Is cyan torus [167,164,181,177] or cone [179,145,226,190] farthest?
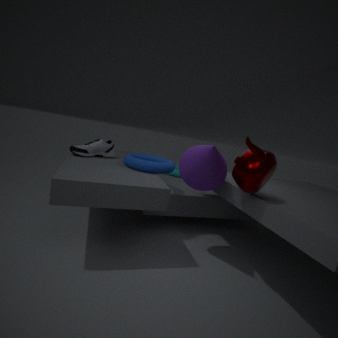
cyan torus [167,164,181,177]
